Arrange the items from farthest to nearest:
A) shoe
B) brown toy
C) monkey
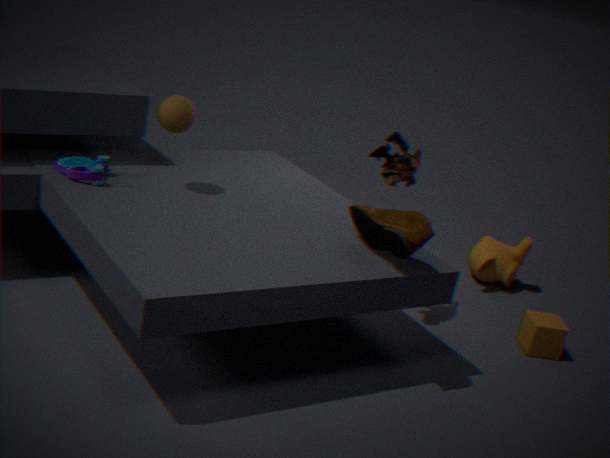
monkey, brown toy, shoe
